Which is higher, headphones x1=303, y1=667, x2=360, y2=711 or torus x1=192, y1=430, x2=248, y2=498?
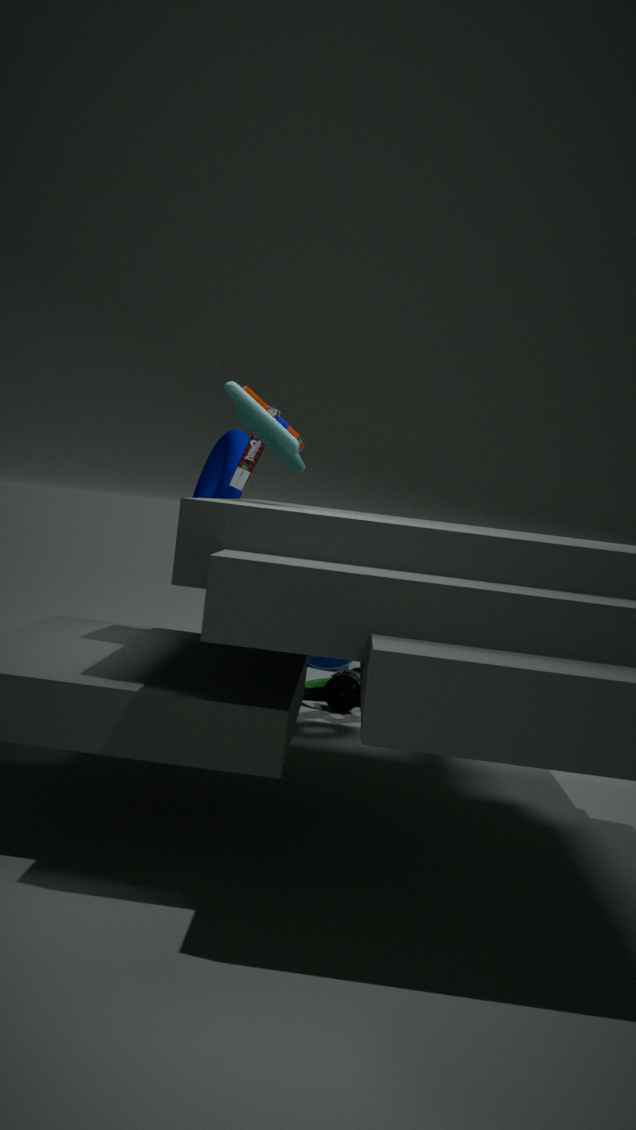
torus x1=192, y1=430, x2=248, y2=498
